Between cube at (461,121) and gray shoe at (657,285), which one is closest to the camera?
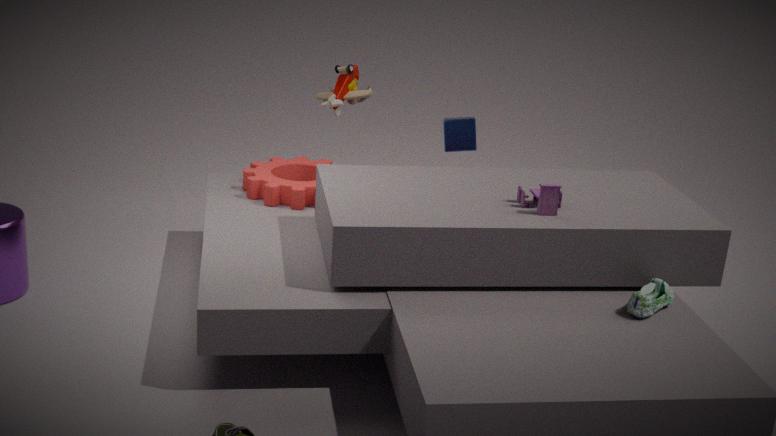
gray shoe at (657,285)
